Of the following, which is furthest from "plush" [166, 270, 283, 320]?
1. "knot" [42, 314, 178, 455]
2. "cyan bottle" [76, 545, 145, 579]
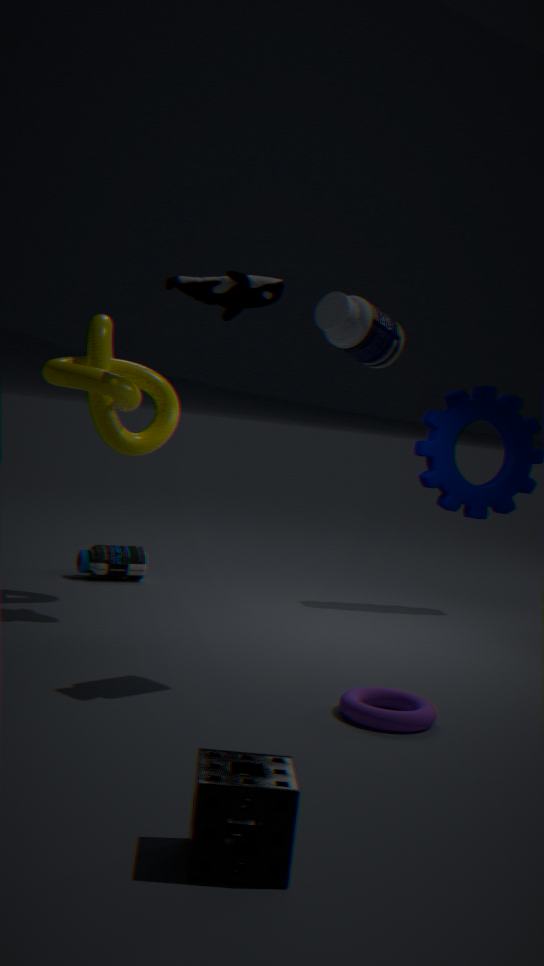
"cyan bottle" [76, 545, 145, 579]
